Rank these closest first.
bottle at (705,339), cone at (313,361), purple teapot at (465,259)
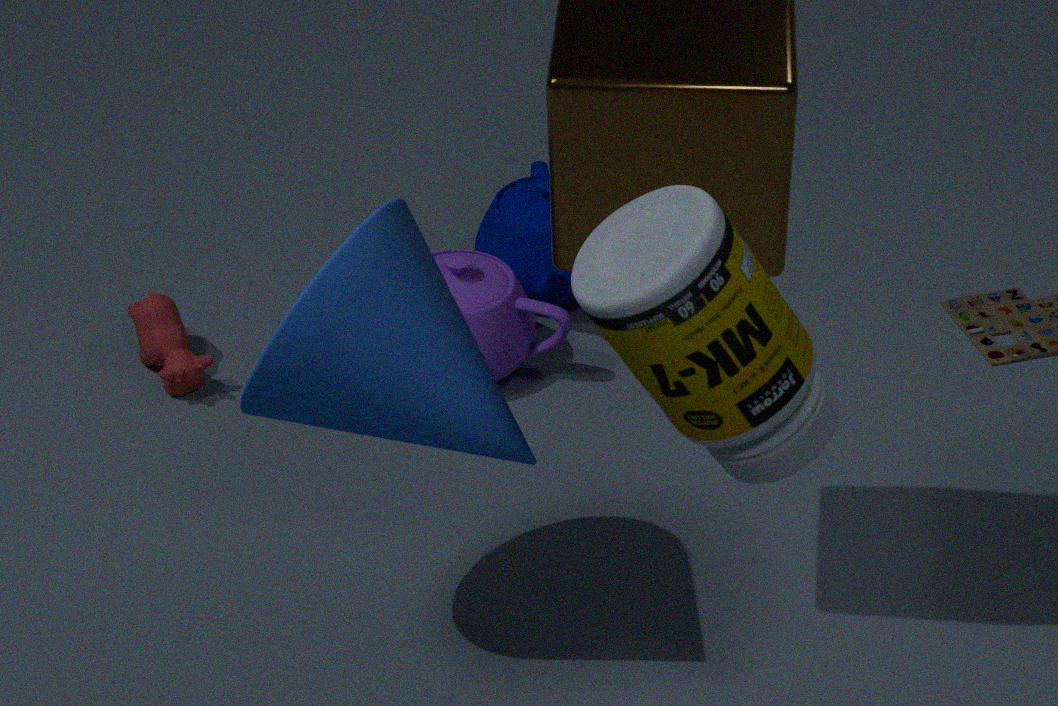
bottle at (705,339), cone at (313,361), purple teapot at (465,259)
